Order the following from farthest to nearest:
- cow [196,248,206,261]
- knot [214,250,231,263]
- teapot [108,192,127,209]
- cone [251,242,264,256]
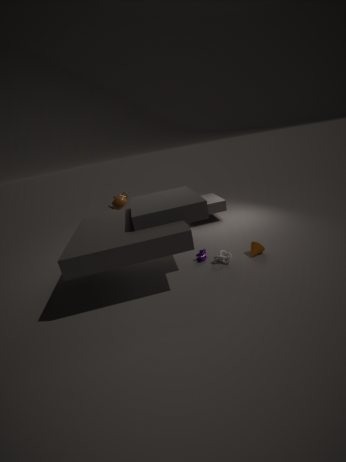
teapot [108,192,127,209]
cow [196,248,206,261]
cone [251,242,264,256]
knot [214,250,231,263]
